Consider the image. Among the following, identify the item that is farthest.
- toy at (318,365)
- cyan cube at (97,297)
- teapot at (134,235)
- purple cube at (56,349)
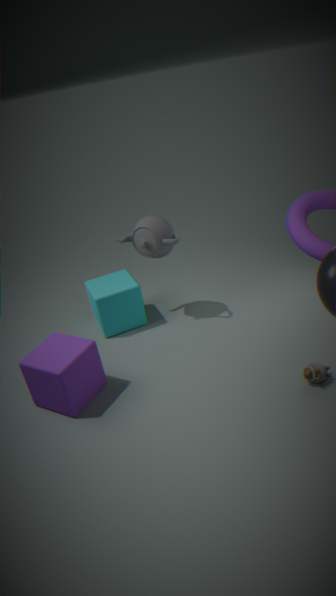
cyan cube at (97,297)
